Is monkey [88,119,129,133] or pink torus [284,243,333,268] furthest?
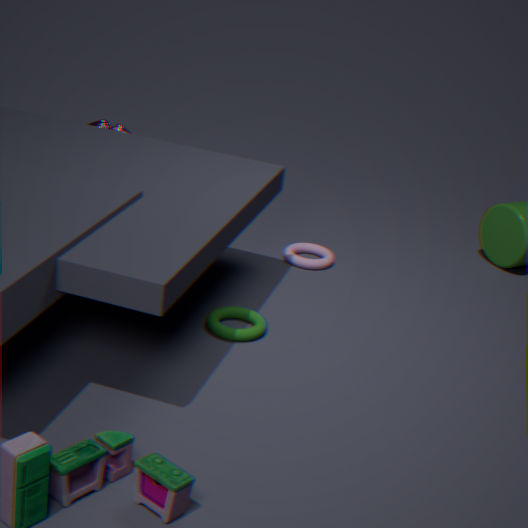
monkey [88,119,129,133]
